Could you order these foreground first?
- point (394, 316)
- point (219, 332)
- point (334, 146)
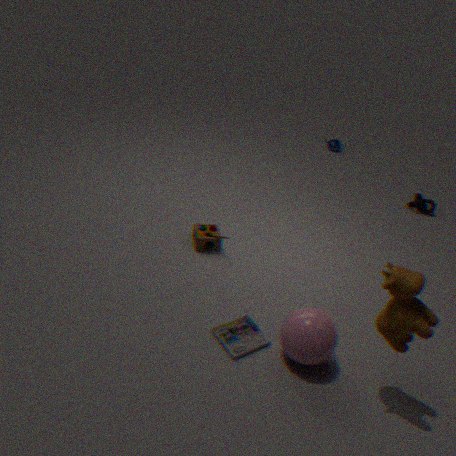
point (394, 316) → point (219, 332) → point (334, 146)
